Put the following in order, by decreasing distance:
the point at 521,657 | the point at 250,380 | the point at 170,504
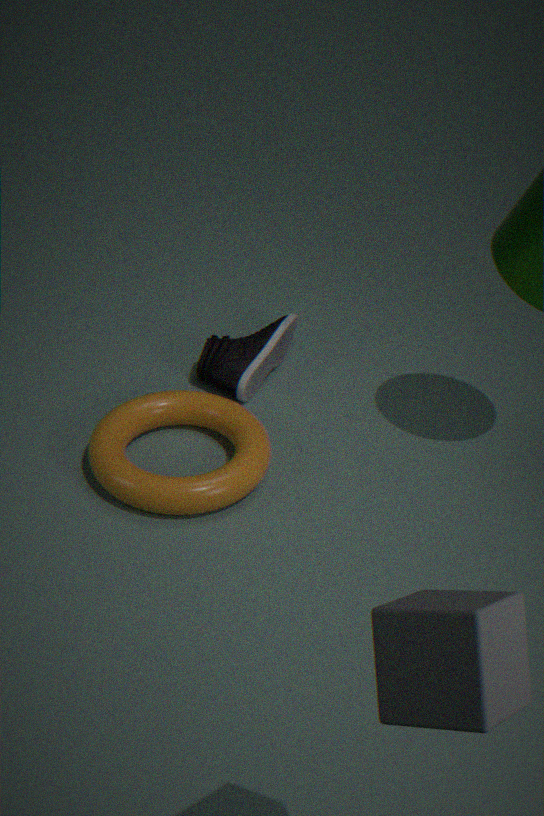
the point at 250,380 < the point at 170,504 < the point at 521,657
